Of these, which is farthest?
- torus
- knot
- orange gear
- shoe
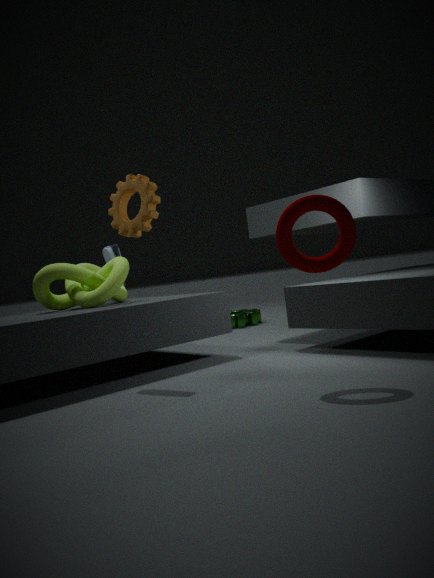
shoe
